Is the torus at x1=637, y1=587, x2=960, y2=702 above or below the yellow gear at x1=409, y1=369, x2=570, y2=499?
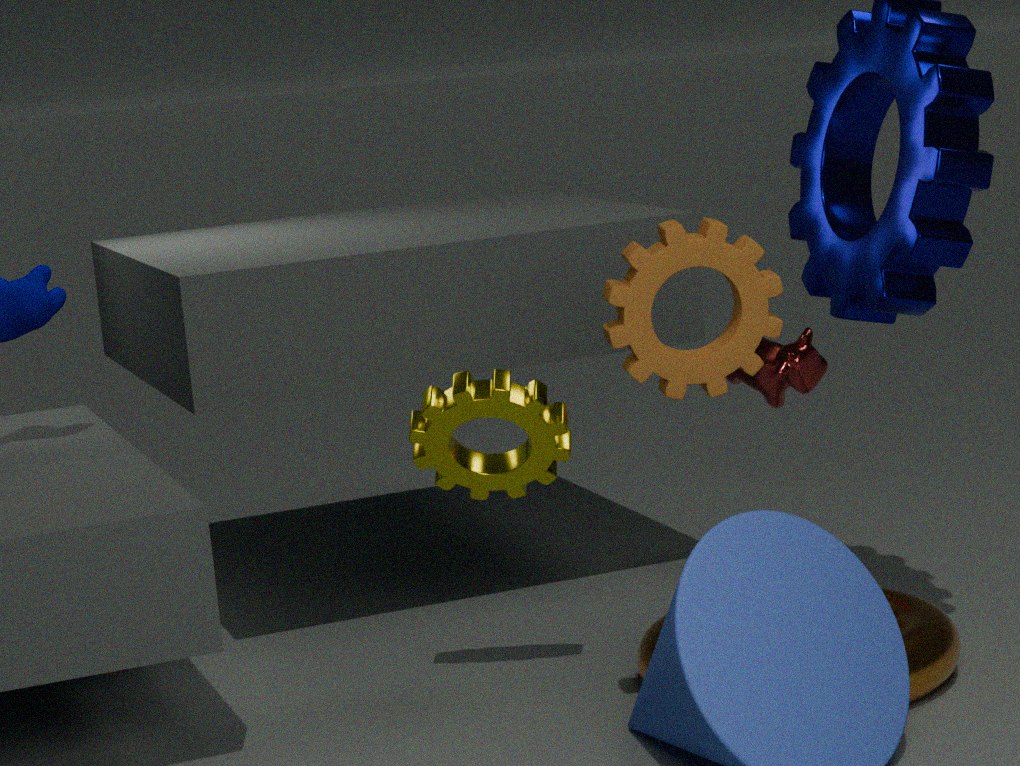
below
